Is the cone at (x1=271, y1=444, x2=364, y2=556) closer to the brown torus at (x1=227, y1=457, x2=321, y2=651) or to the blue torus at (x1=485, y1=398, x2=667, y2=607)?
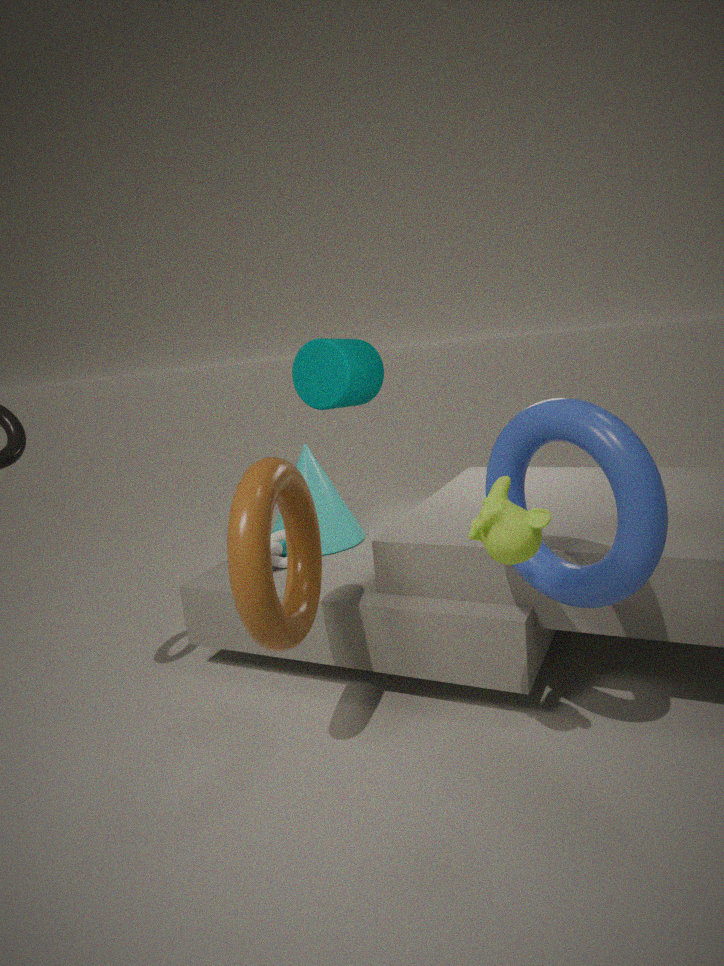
the brown torus at (x1=227, y1=457, x2=321, y2=651)
